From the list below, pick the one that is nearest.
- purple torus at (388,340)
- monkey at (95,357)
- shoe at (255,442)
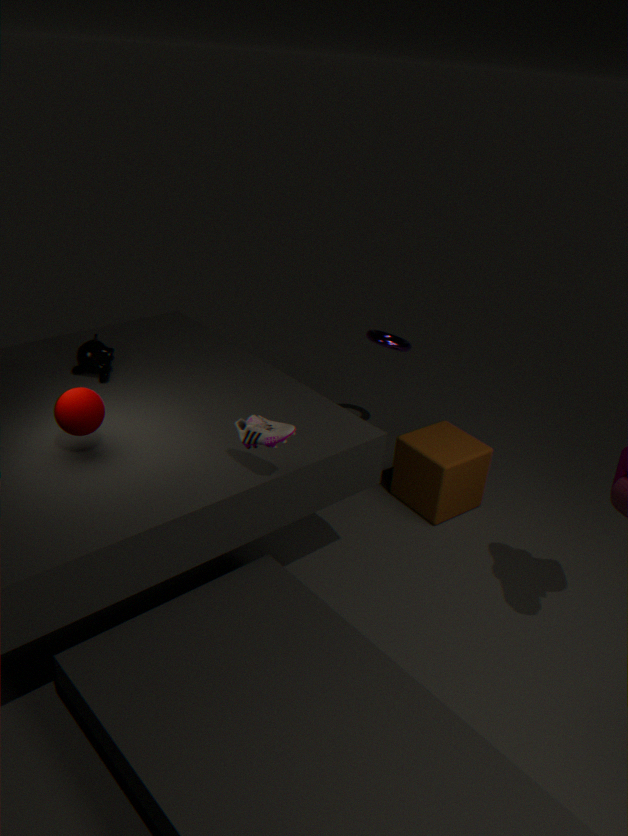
shoe at (255,442)
